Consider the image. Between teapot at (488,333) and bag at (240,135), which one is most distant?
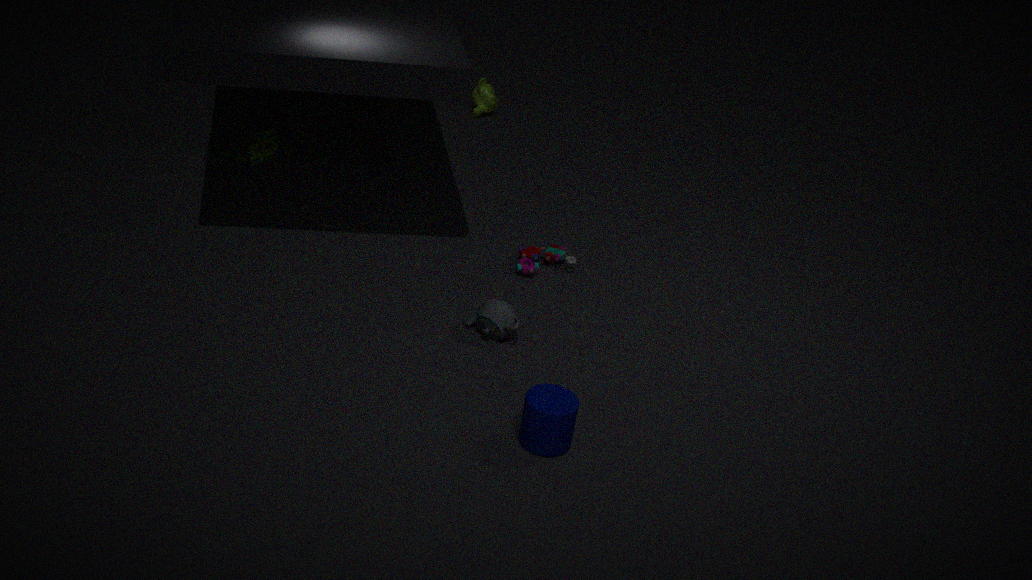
bag at (240,135)
